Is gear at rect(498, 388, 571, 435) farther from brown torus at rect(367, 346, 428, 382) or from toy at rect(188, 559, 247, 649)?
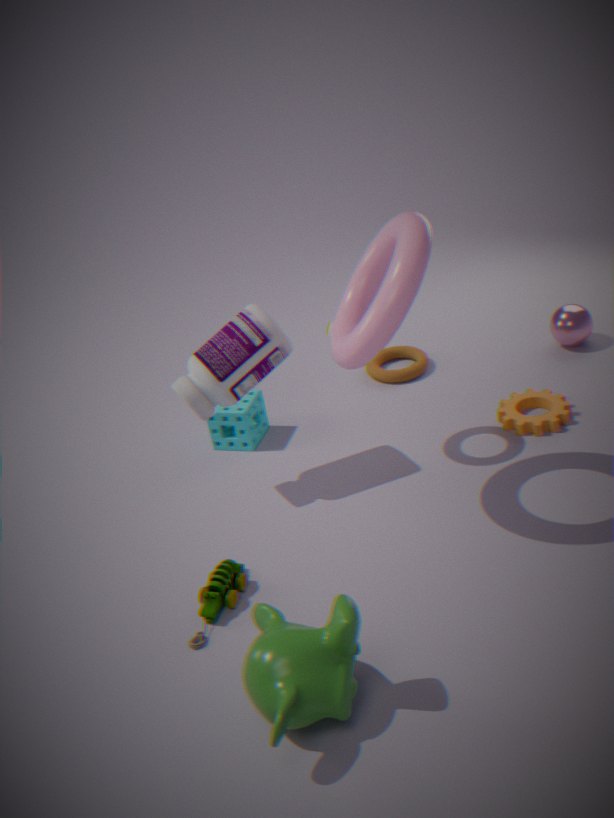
toy at rect(188, 559, 247, 649)
